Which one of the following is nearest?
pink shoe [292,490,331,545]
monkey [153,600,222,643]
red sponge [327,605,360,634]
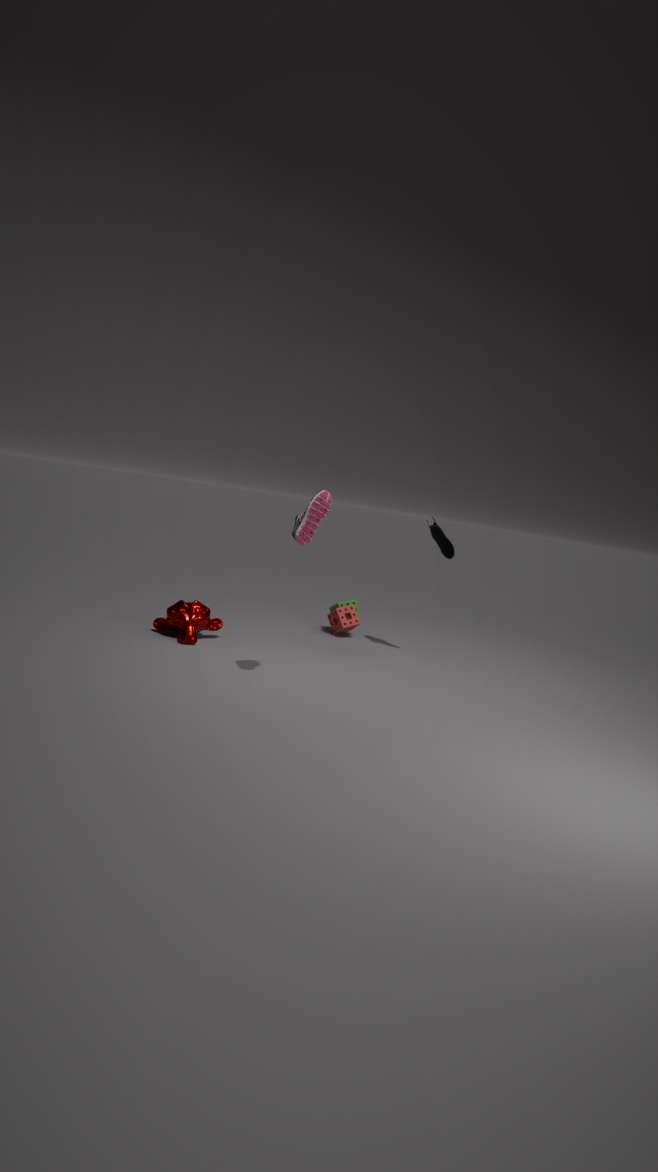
pink shoe [292,490,331,545]
